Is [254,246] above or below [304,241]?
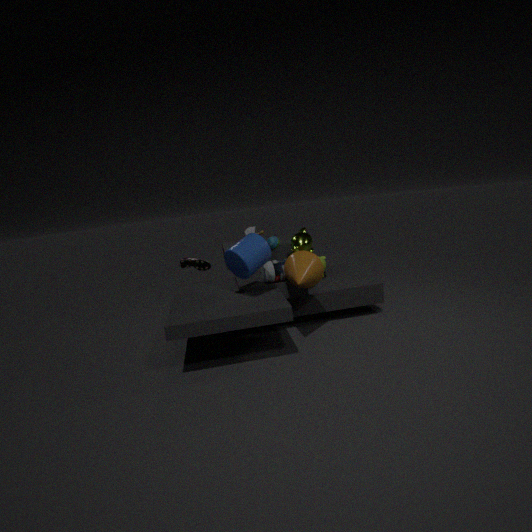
above
